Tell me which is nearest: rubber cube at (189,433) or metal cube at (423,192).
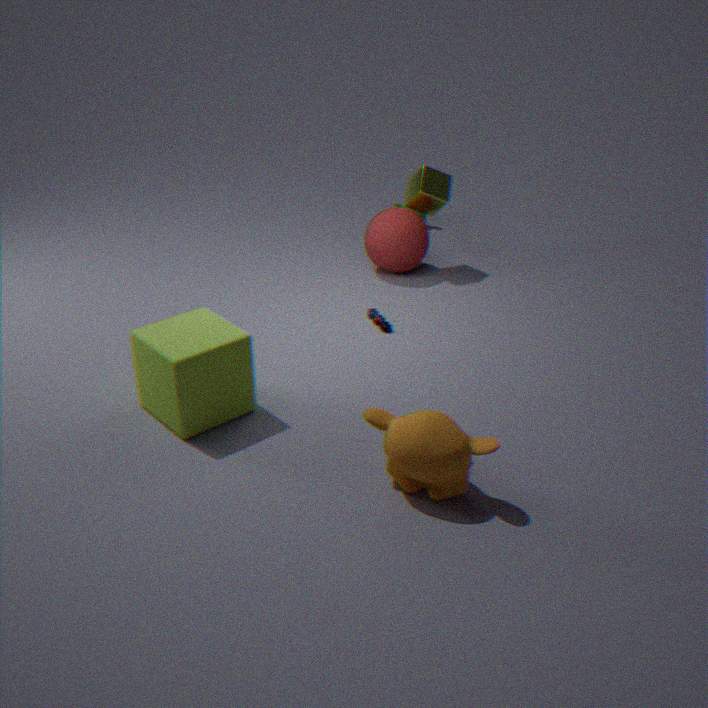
rubber cube at (189,433)
